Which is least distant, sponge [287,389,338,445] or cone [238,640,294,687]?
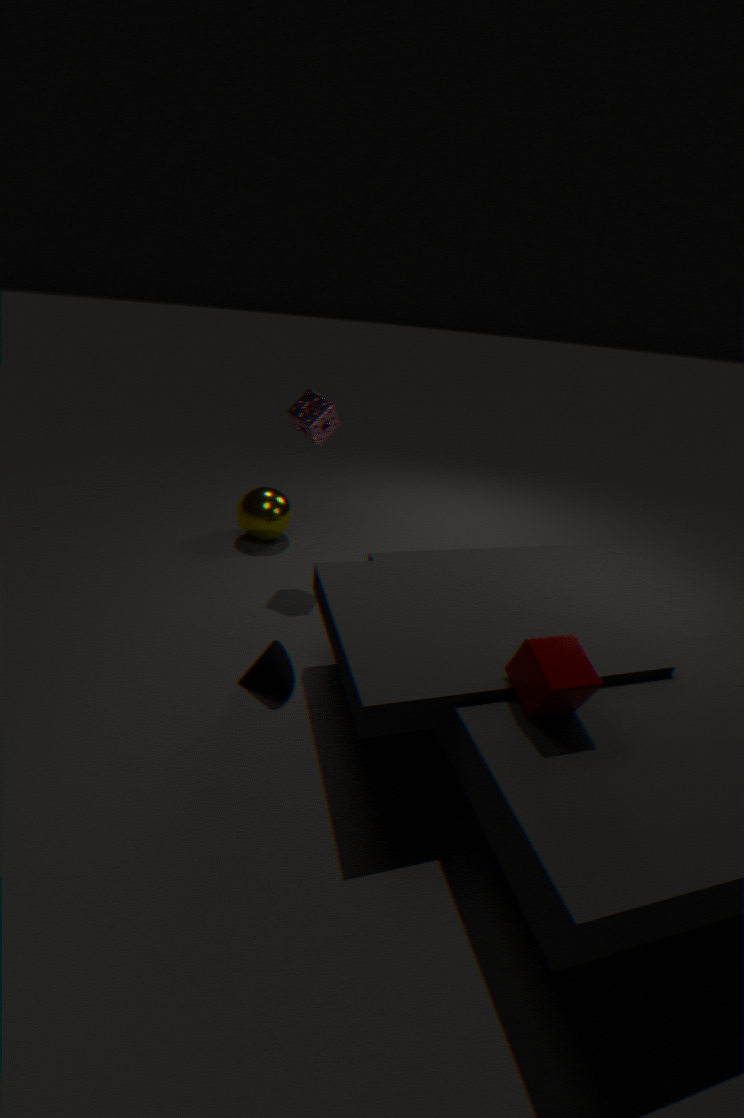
cone [238,640,294,687]
